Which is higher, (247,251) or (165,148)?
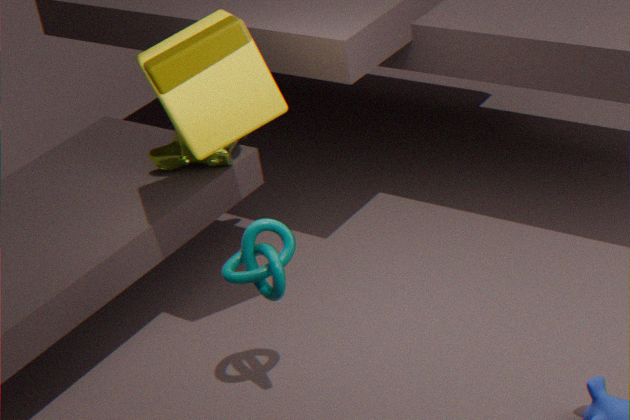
(165,148)
